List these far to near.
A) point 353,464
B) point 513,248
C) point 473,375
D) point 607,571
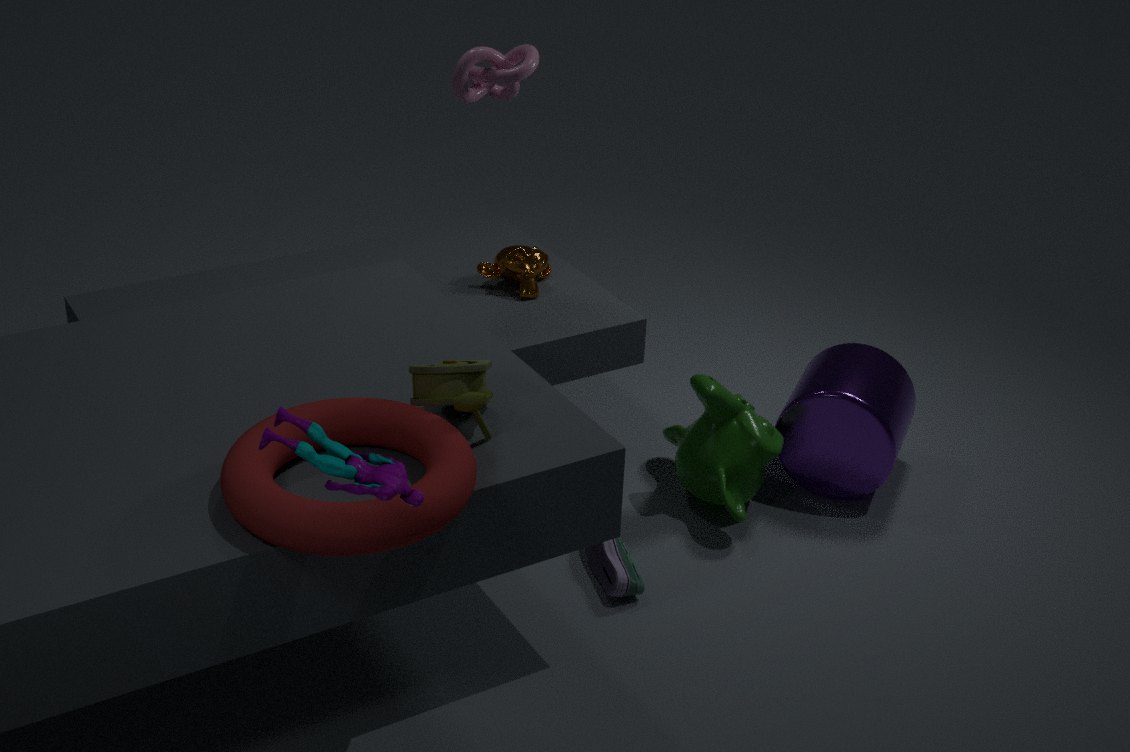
1. point 513,248
2. point 607,571
3. point 473,375
4. point 353,464
